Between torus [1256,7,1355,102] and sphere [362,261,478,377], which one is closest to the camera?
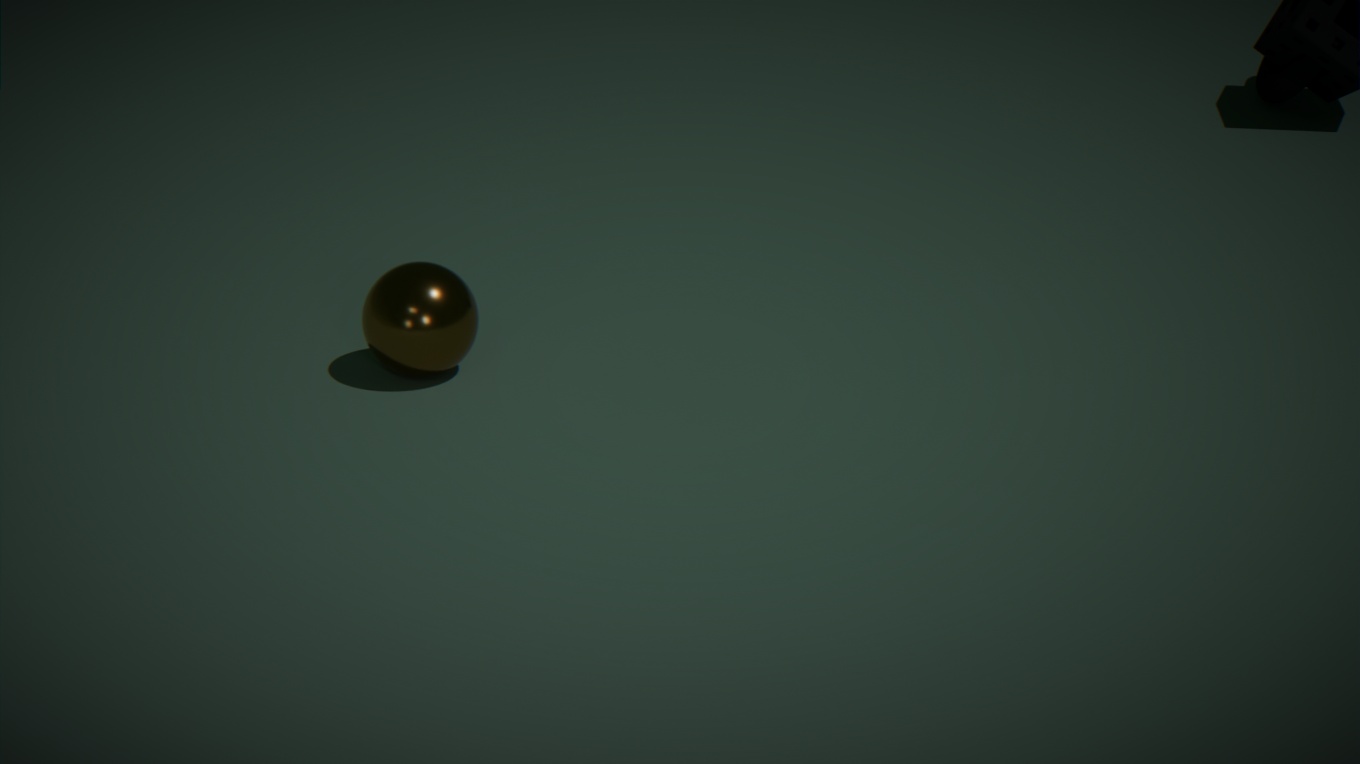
sphere [362,261,478,377]
